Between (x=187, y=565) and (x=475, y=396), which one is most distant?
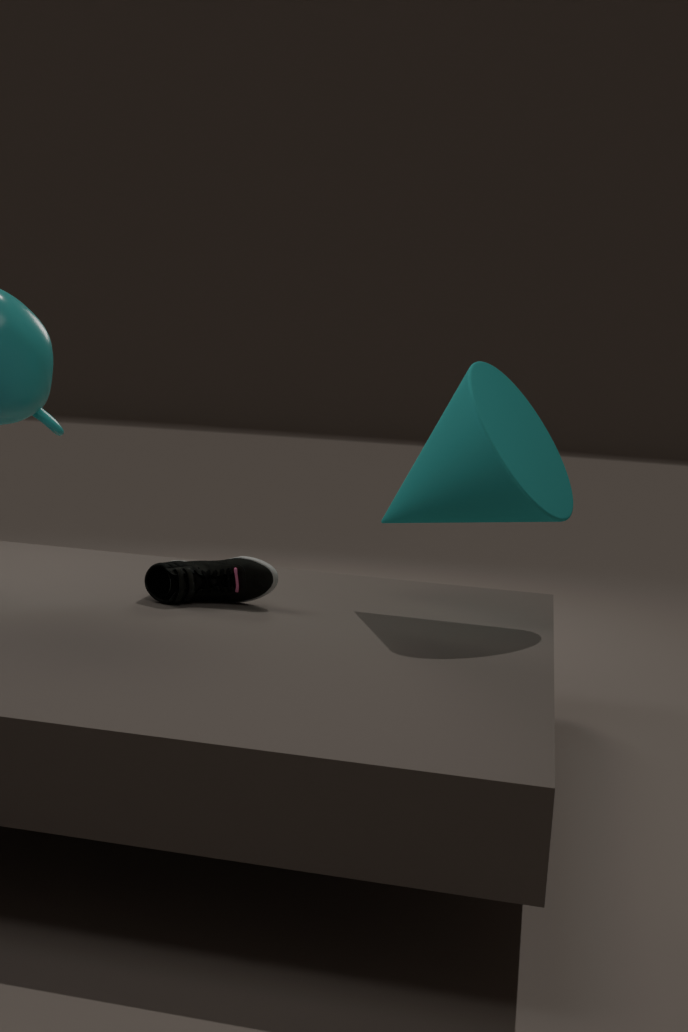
(x=187, y=565)
